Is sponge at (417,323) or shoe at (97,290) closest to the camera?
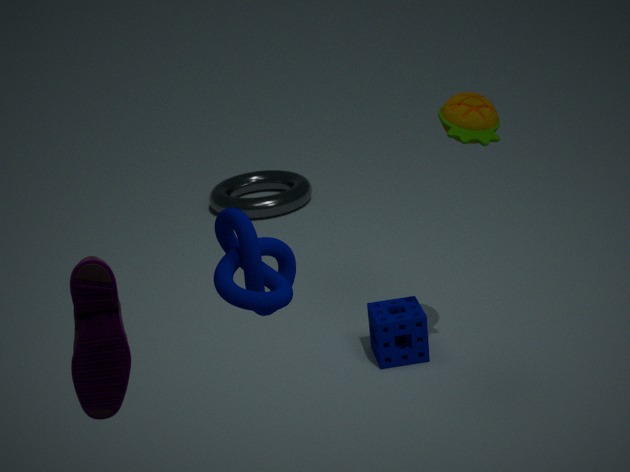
shoe at (97,290)
